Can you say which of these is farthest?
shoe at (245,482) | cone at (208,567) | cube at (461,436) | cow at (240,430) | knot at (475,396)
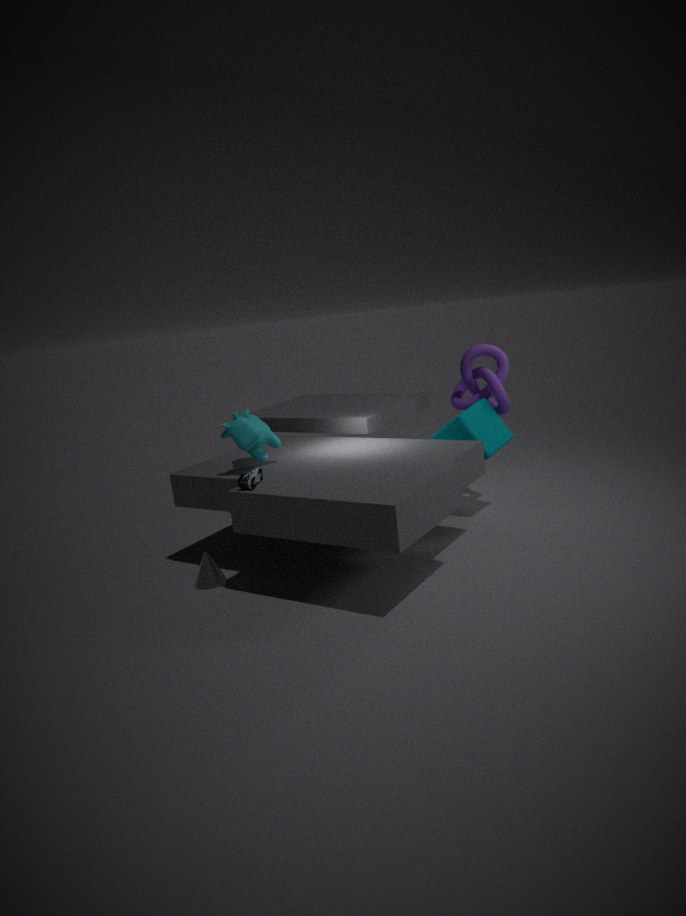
knot at (475,396)
